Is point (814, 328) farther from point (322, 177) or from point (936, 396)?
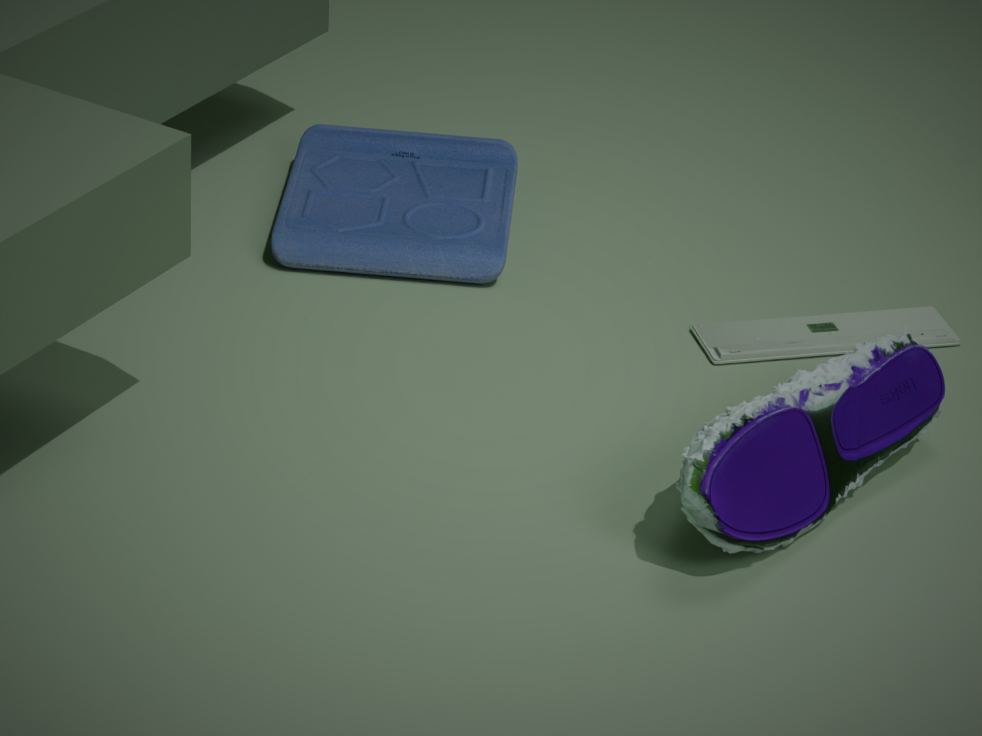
point (322, 177)
